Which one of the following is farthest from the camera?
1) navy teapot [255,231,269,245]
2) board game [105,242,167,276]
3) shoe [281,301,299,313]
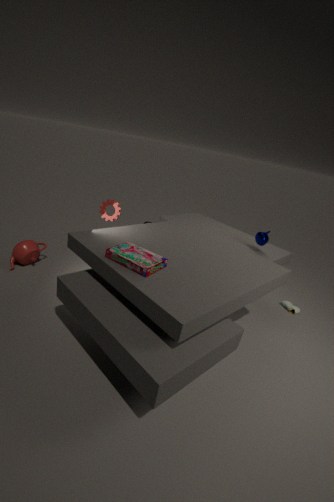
3. shoe [281,301,299,313]
